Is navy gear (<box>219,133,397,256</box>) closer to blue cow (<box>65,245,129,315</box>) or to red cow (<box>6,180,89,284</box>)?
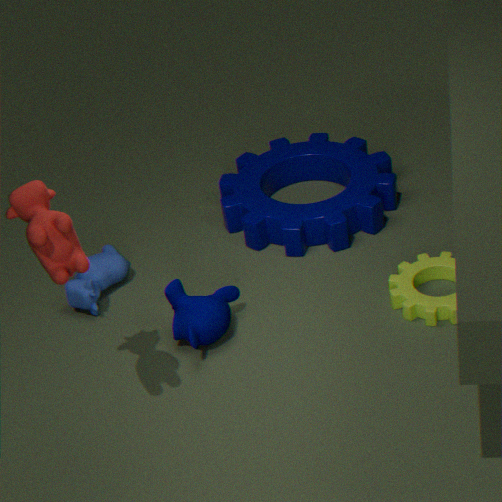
blue cow (<box>65,245,129,315</box>)
